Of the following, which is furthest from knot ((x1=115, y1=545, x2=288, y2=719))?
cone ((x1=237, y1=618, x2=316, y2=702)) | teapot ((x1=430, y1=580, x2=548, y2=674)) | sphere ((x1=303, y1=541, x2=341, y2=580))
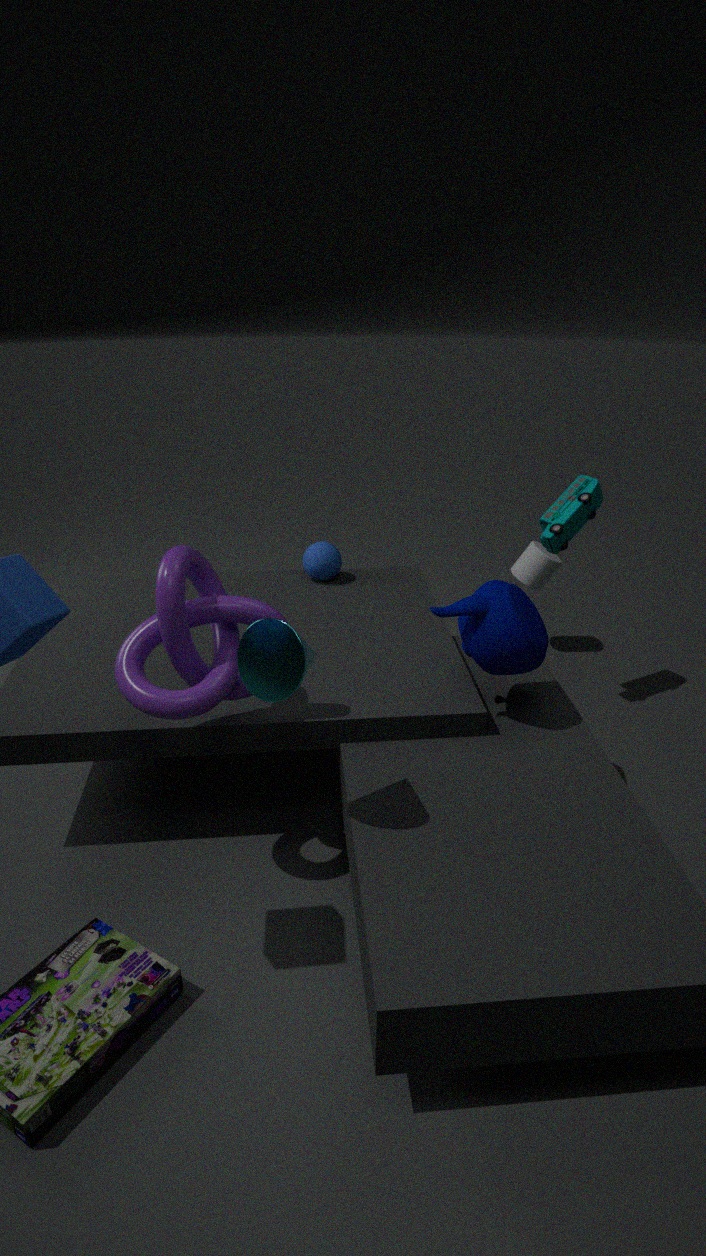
sphere ((x1=303, y1=541, x2=341, y2=580))
